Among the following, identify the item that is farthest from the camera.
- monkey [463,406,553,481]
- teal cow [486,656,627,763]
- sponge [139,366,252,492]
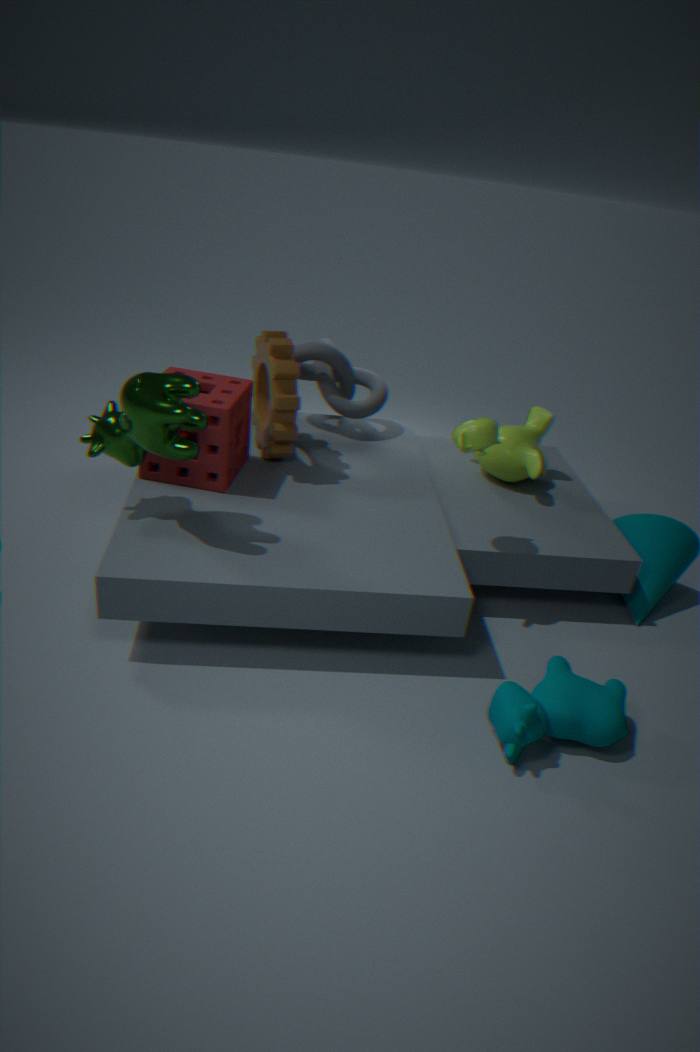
monkey [463,406,553,481]
